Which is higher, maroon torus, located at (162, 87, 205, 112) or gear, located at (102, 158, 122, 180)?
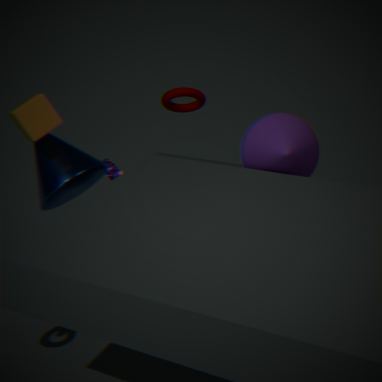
maroon torus, located at (162, 87, 205, 112)
